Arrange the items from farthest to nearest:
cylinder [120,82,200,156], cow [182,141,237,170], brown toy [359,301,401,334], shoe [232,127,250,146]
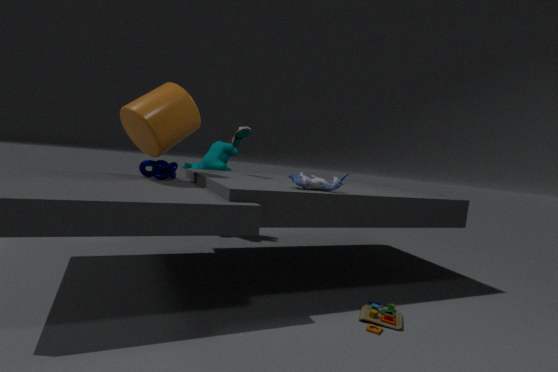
cow [182,141,237,170] < shoe [232,127,250,146] < cylinder [120,82,200,156] < brown toy [359,301,401,334]
